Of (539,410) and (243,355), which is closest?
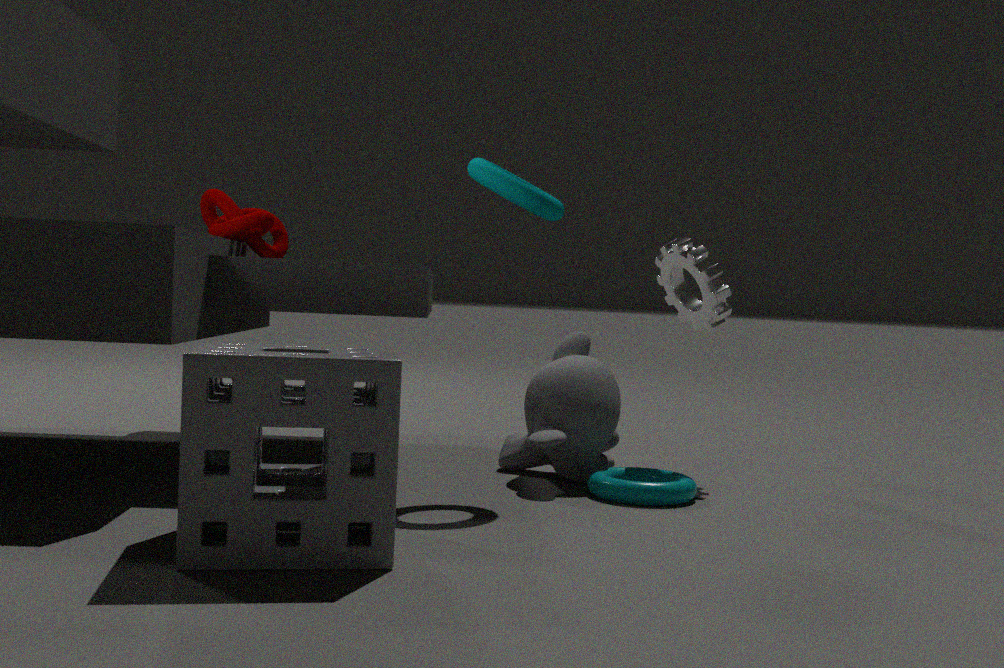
(243,355)
